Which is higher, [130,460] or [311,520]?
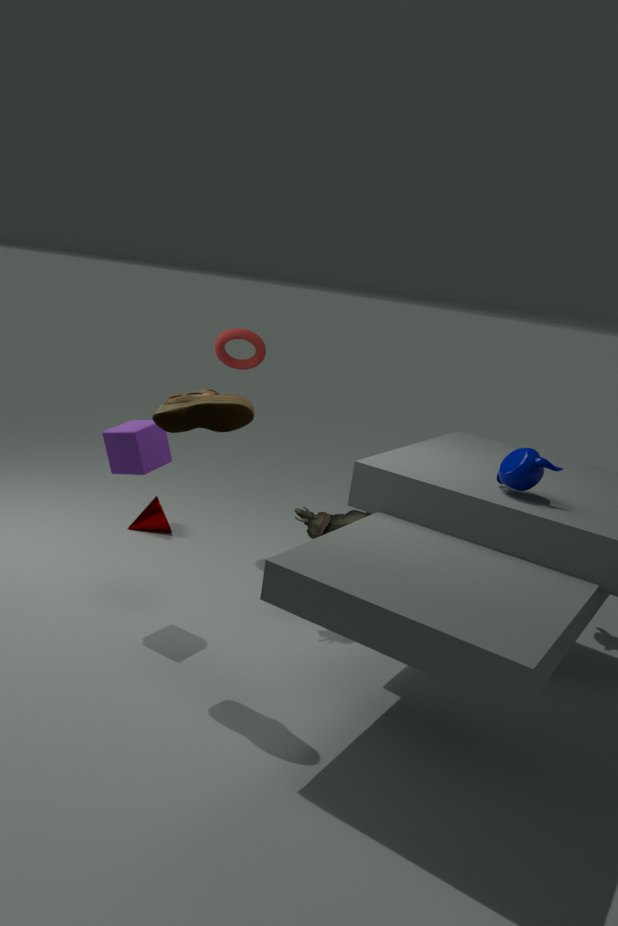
[130,460]
